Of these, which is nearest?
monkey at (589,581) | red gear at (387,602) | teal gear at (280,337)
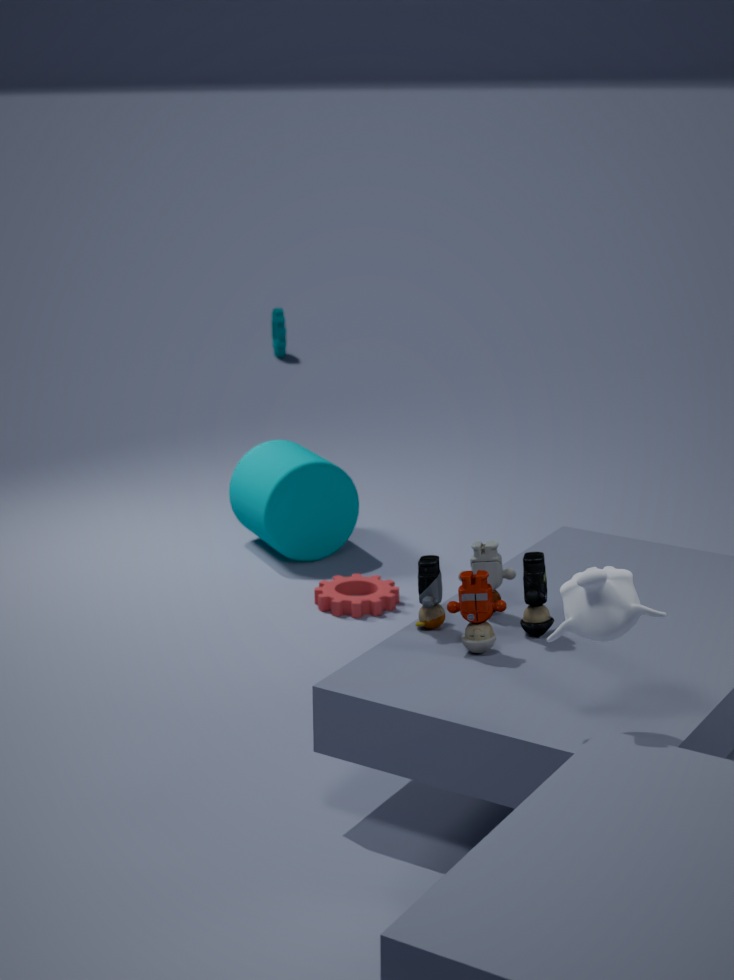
monkey at (589,581)
